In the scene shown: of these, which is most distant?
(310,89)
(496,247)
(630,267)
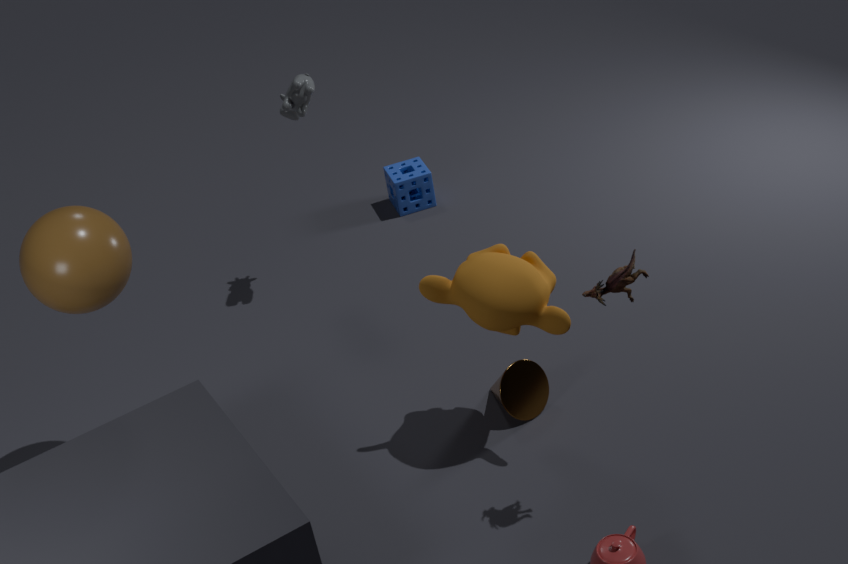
(310,89)
